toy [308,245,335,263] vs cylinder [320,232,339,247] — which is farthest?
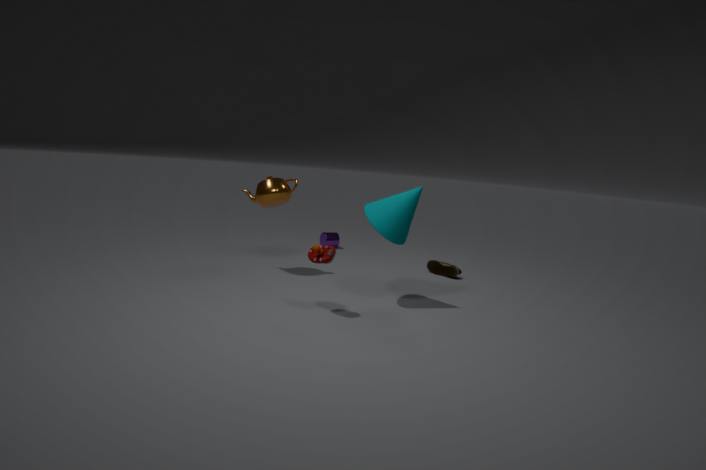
cylinder [320,232,339,247]
